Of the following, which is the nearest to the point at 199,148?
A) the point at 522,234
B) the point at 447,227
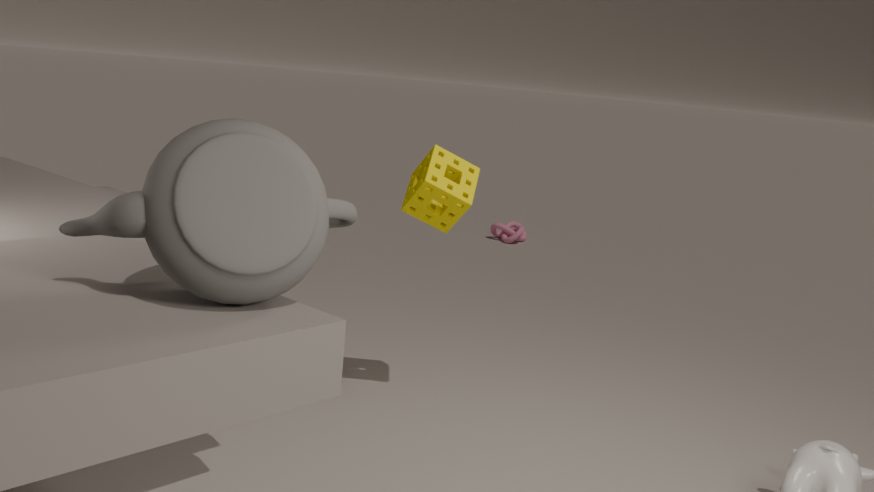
the point at 447,227
